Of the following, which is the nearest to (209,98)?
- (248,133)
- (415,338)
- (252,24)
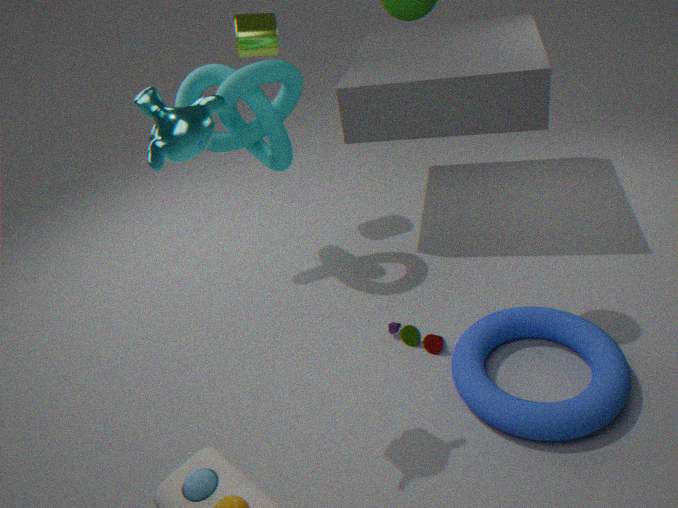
(248,133)
